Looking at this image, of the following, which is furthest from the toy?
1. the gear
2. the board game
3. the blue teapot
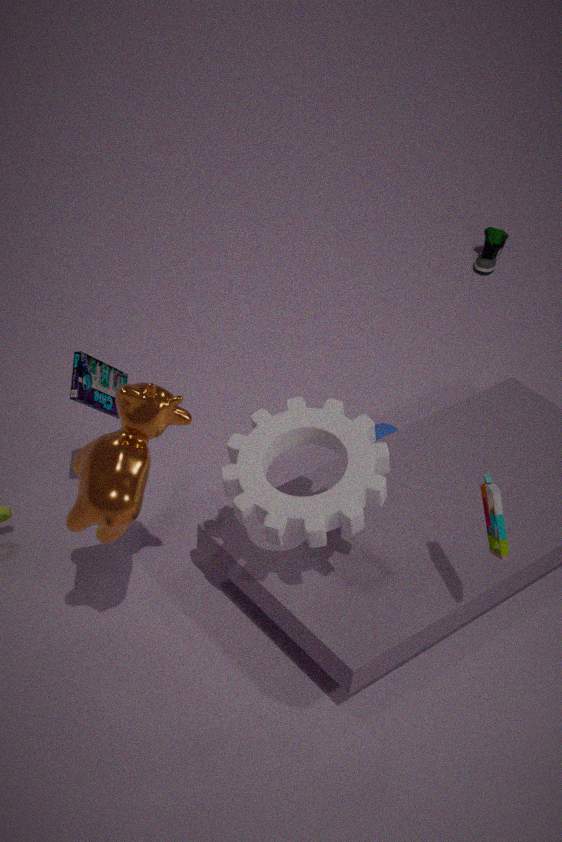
the board game
